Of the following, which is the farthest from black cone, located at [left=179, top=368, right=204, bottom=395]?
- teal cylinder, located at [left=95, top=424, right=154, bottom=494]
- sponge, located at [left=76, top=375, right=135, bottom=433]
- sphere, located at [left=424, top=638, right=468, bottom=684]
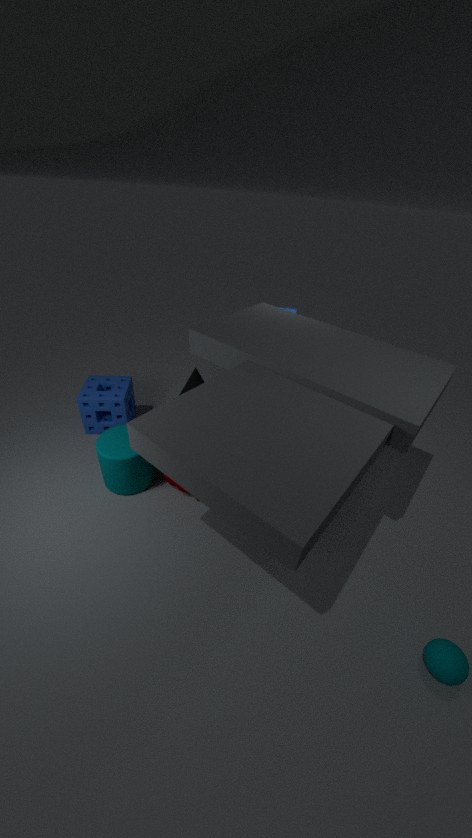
sphere, located at [left=424, top=638, right=468, bottom=684]
